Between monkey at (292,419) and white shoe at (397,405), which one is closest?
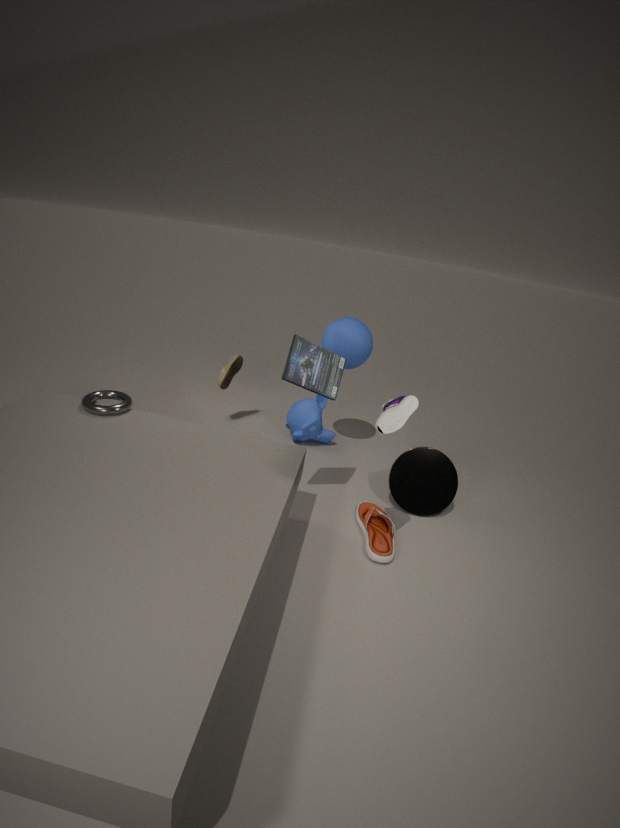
white shoe at (397,405)
